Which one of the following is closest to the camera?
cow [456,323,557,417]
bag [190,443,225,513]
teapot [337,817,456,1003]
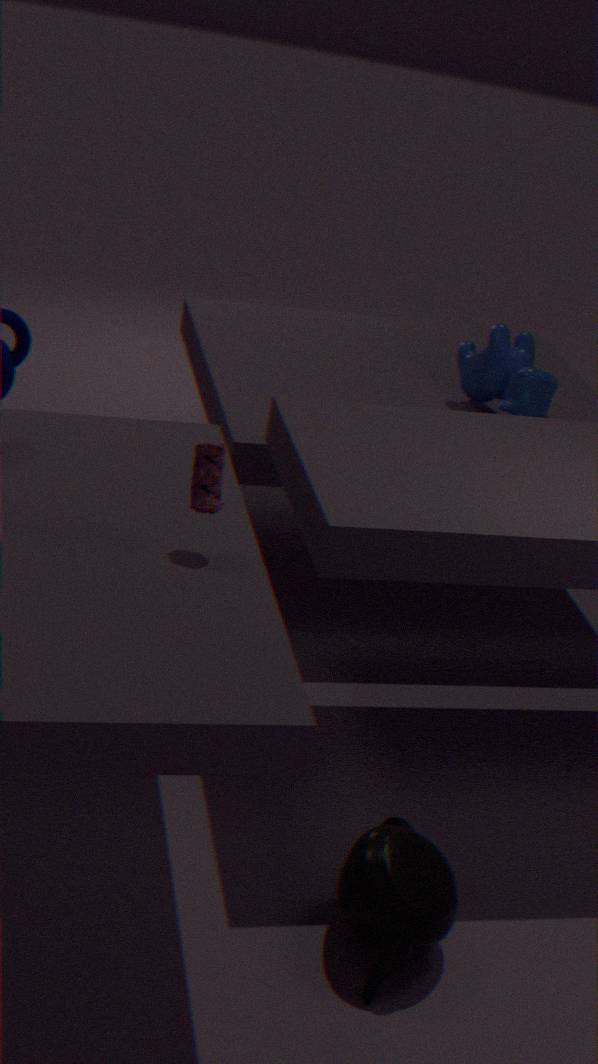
teapot [337,817,456,1003]
